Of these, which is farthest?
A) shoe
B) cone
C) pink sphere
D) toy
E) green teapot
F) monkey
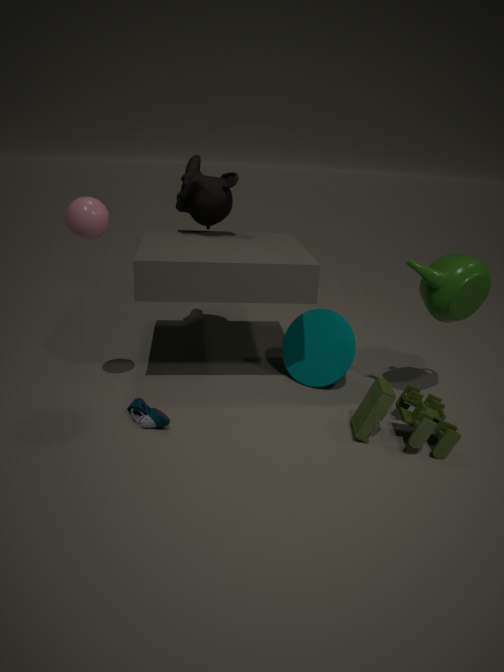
monkey
